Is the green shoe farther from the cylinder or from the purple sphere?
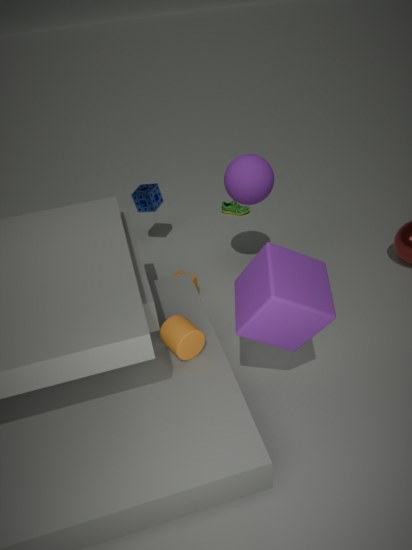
the cylinder
